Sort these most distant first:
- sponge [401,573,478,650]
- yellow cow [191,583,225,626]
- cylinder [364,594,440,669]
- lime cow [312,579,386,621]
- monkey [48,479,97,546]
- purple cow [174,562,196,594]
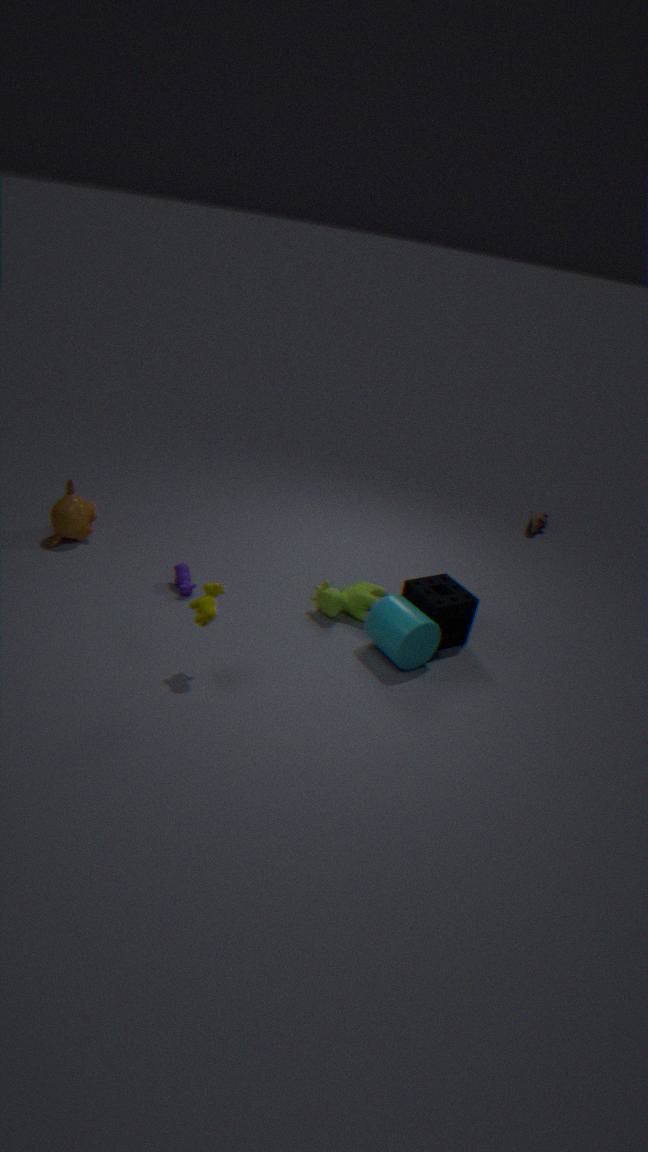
monkey [48,479,97,546], purple cow [174,562,196,594], lime cow [312,579,386,621], sponge [401,573,478,650], cylinder [364,594,440,669], yellow cow [191,583,225,626]
